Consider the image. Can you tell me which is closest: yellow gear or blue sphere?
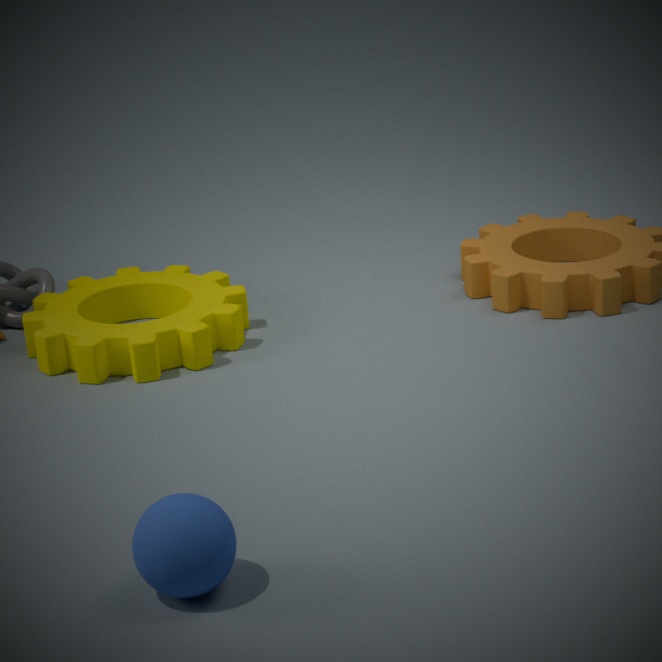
blue sphere
